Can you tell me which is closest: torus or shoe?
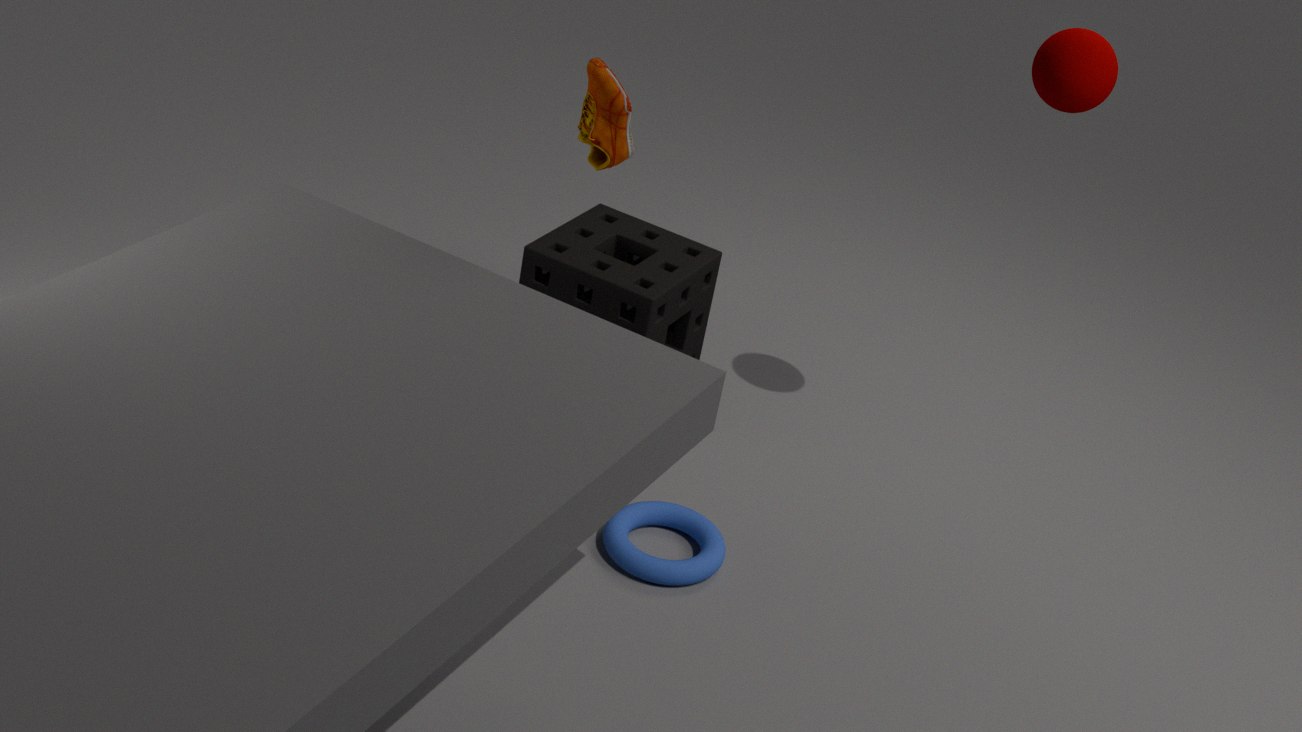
shoe
